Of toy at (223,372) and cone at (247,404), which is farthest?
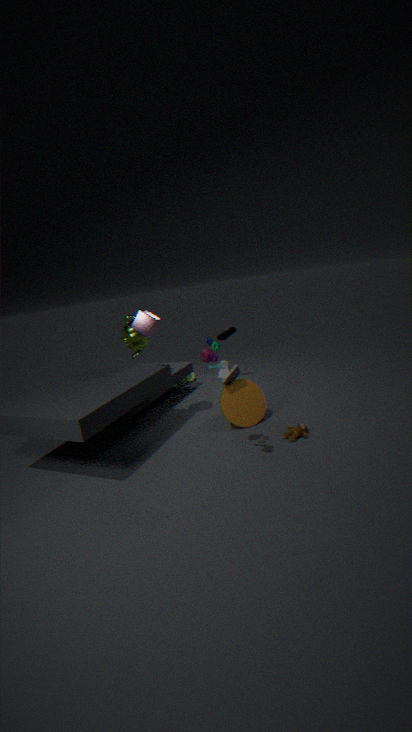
cone at (247,404)
